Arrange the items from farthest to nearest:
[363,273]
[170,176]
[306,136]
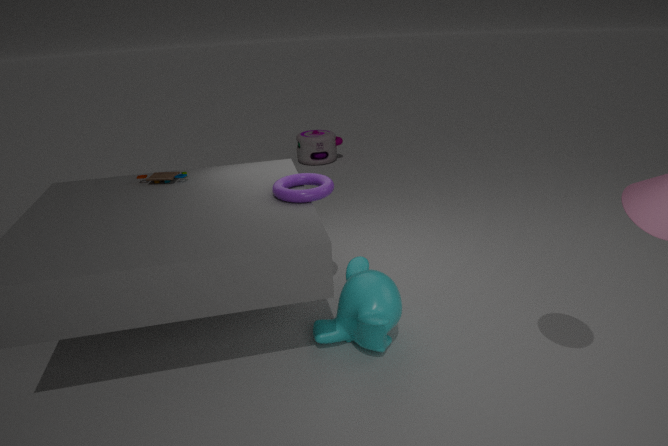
[306,136], [170,176], [363,273]
